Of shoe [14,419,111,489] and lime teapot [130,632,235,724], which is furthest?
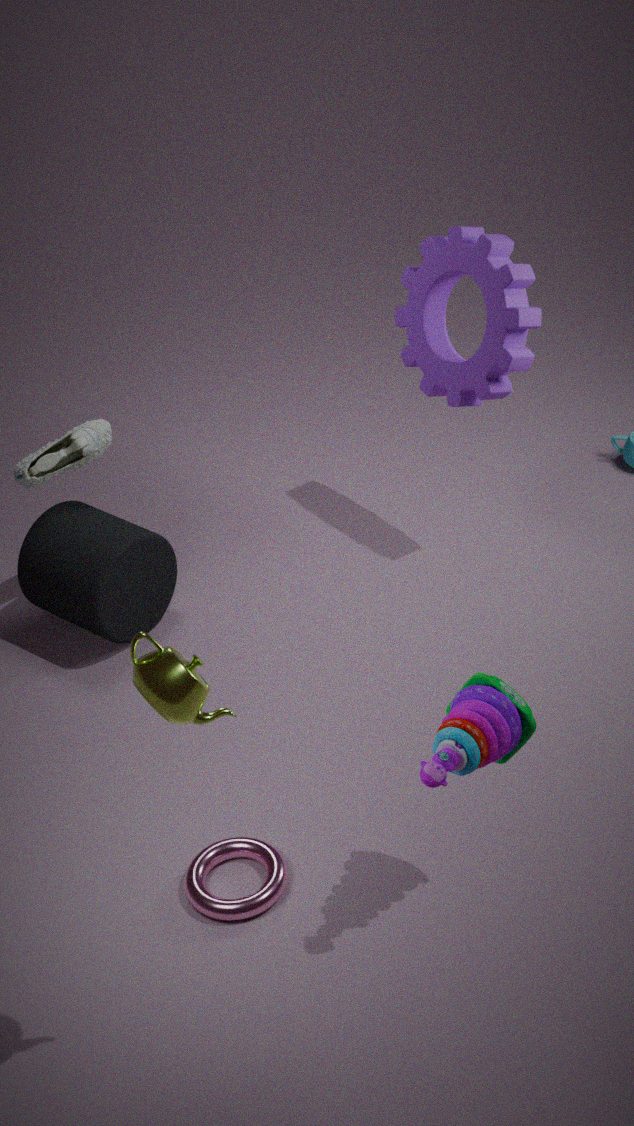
shoe [14,419,111,489]
